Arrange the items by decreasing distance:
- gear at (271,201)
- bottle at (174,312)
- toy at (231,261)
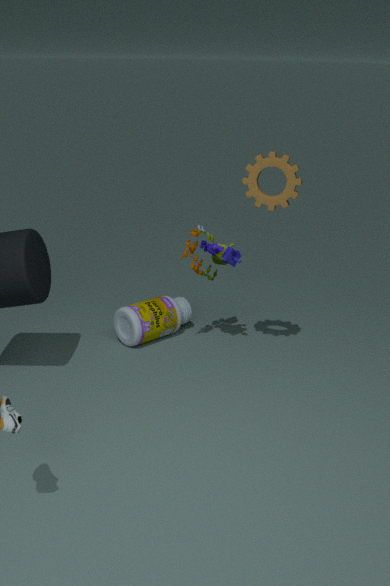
1. bottle at (174,312)
2. toy at (231,261)
3. gear at (271,201)
